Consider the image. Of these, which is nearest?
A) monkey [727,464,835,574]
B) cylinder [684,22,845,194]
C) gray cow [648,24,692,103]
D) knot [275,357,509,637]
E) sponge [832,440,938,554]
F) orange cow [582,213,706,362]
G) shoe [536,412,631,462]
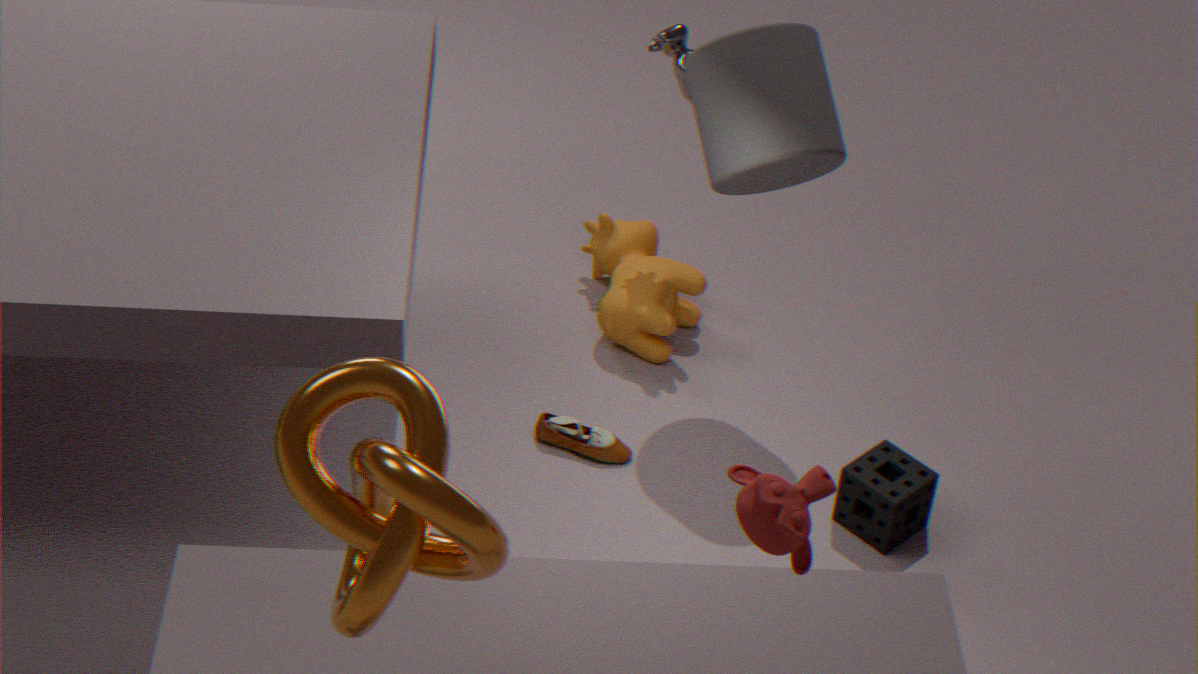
knot [275,357,509,637]
